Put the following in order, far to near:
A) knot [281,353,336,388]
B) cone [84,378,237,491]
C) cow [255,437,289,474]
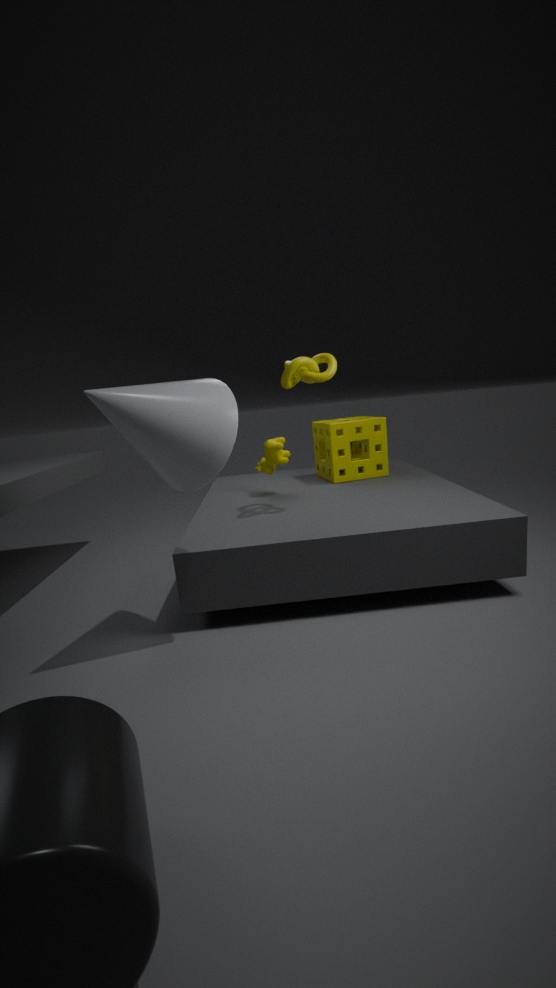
cow [255,437,289,474], knot [281,353,336,388], cone [84,378,237,491]
